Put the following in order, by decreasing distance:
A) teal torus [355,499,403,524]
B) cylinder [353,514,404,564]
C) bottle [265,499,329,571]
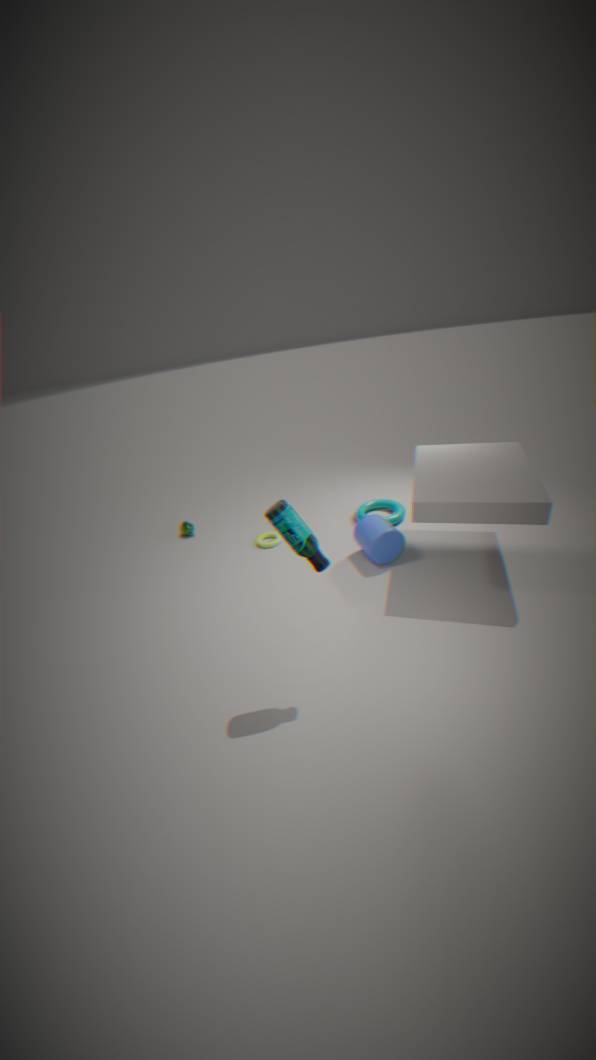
teal torus [355,499,403,524], cylinder [353,514,404,564], bottle [265,499,329,571]
